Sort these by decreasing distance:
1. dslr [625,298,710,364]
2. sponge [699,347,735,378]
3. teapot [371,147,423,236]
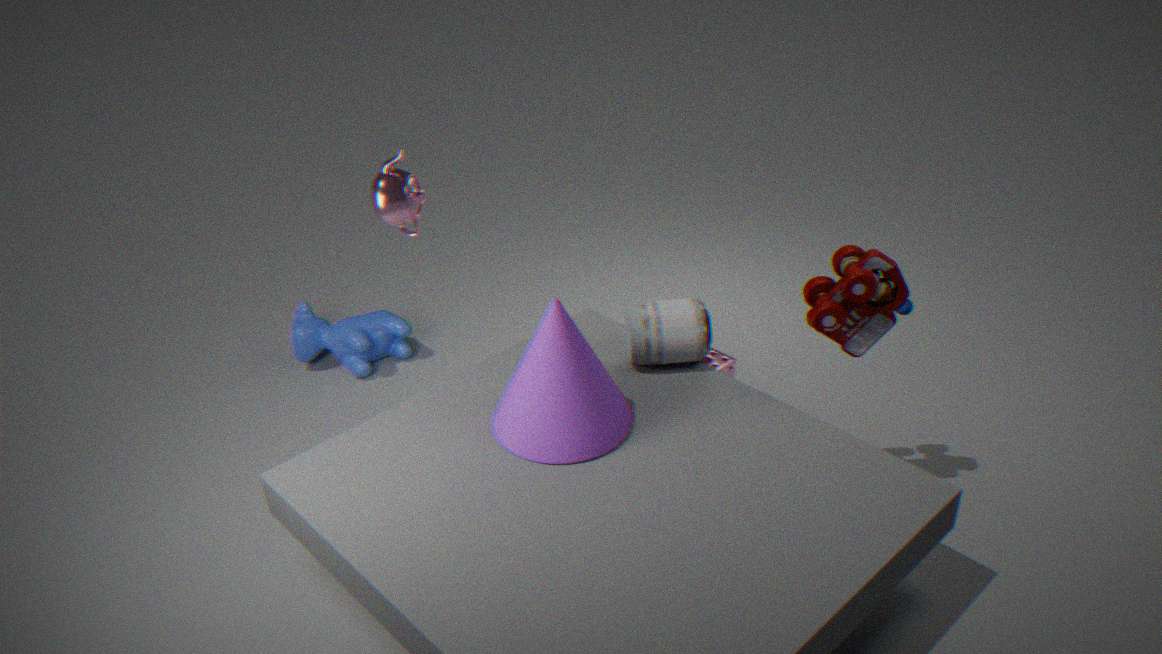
sponge [699,347,735,378], dslr [625,298,710,364], teapot [371,147,423,236]
